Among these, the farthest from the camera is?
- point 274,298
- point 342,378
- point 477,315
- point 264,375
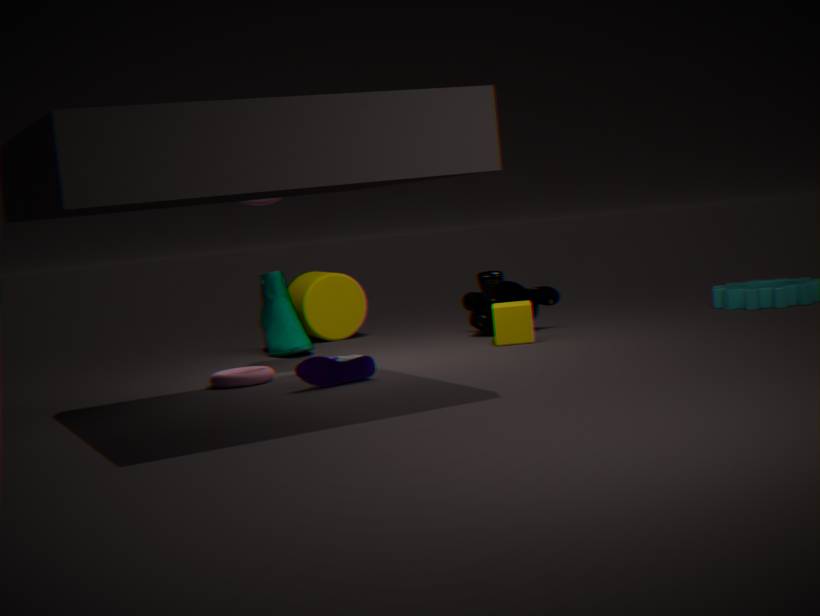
point 274,298
